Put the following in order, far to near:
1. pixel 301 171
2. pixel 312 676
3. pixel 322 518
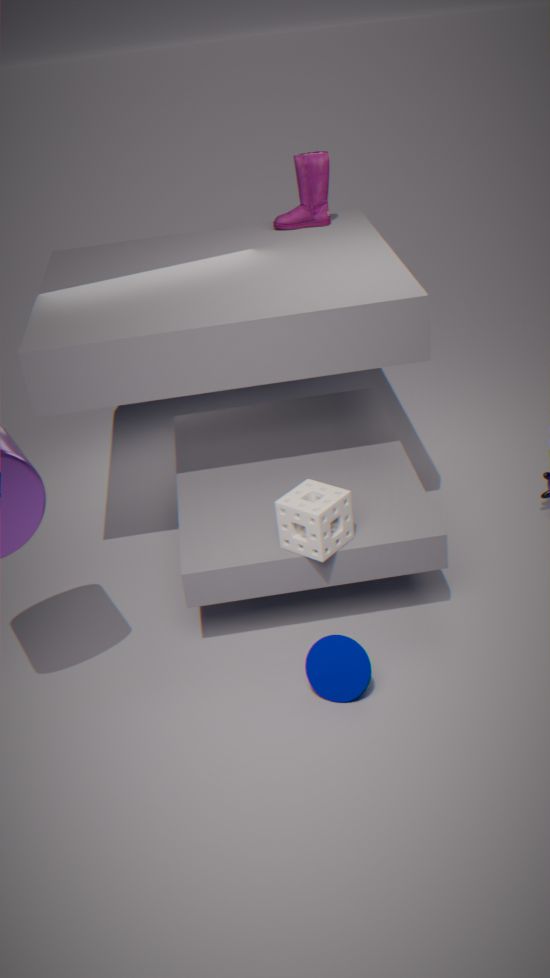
pixel 301 171 → pixel 322 518 → pixel 312 676
